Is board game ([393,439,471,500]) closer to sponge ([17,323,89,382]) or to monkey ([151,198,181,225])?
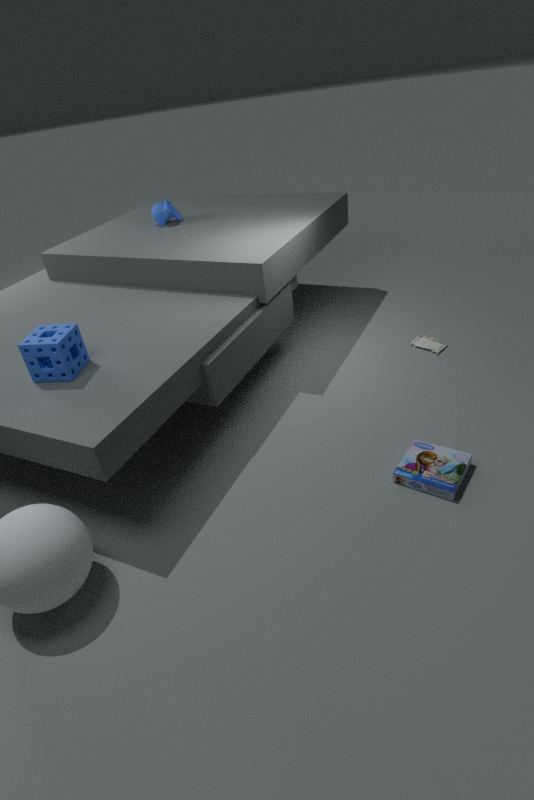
sponge ([17,323,89,382])
